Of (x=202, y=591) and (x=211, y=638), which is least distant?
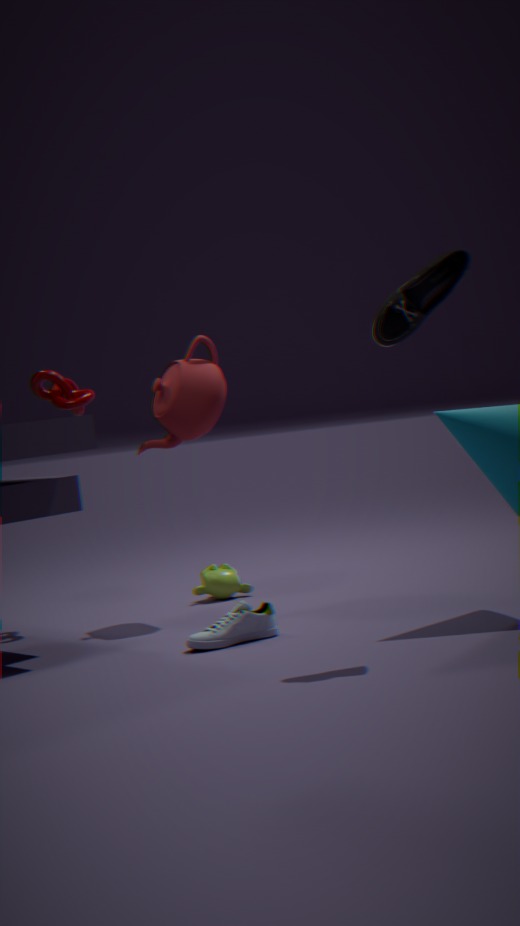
(x=211, y=638)
